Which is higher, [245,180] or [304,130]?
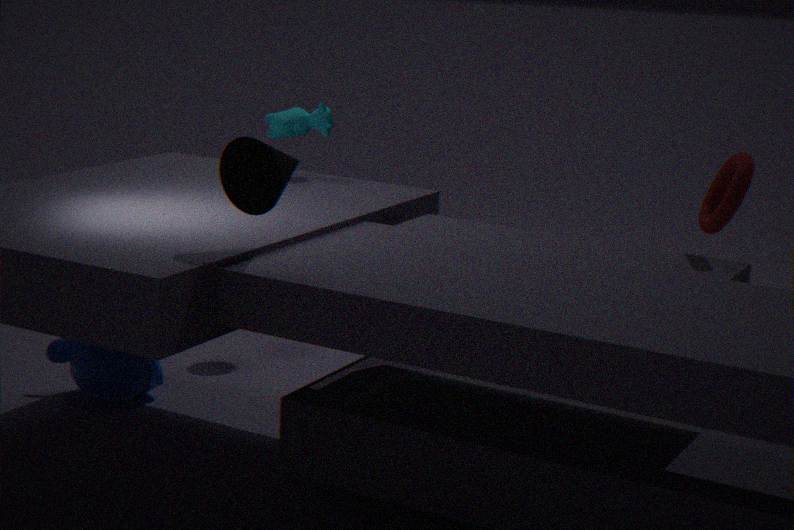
[245,180]
